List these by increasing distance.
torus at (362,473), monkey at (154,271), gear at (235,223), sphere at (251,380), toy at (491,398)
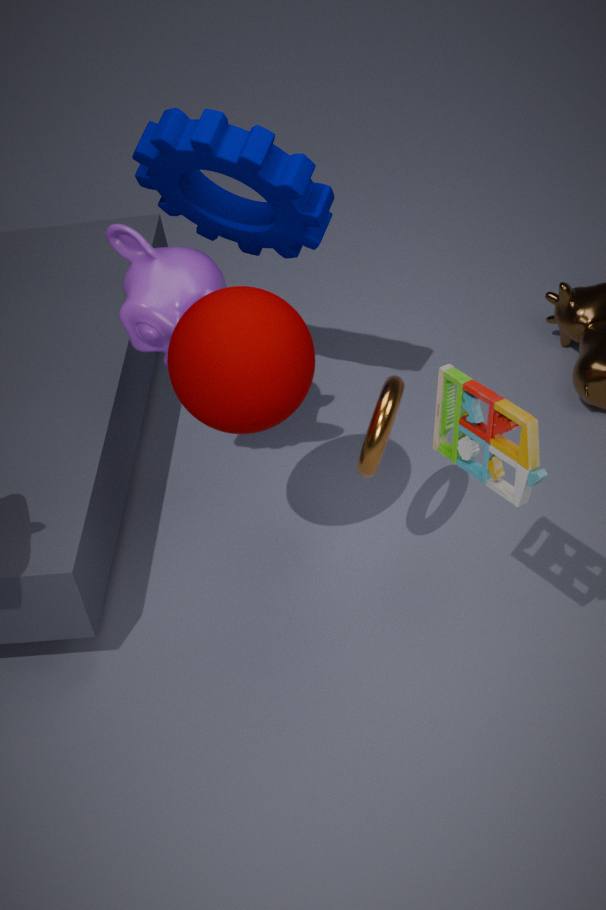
1. toy at (491,398)
2. sphere at (251,380)
3. torus at (362,473)
4. gear at (235,223)
5. monkey at (154,271)
